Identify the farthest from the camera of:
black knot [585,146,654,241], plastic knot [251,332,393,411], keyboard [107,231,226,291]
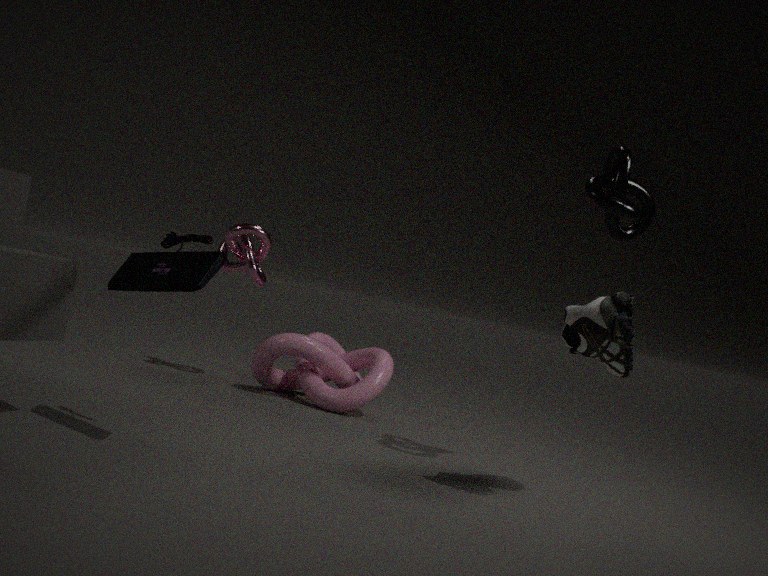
plastic knot [251,332,393,411]
